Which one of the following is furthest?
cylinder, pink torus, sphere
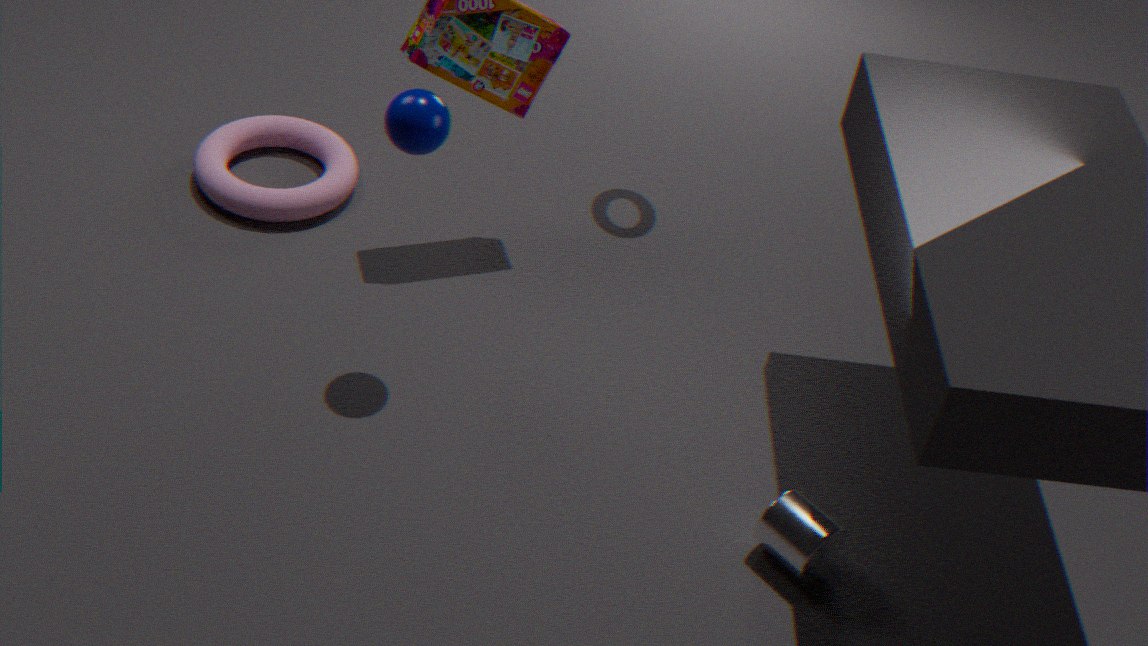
pink torus
